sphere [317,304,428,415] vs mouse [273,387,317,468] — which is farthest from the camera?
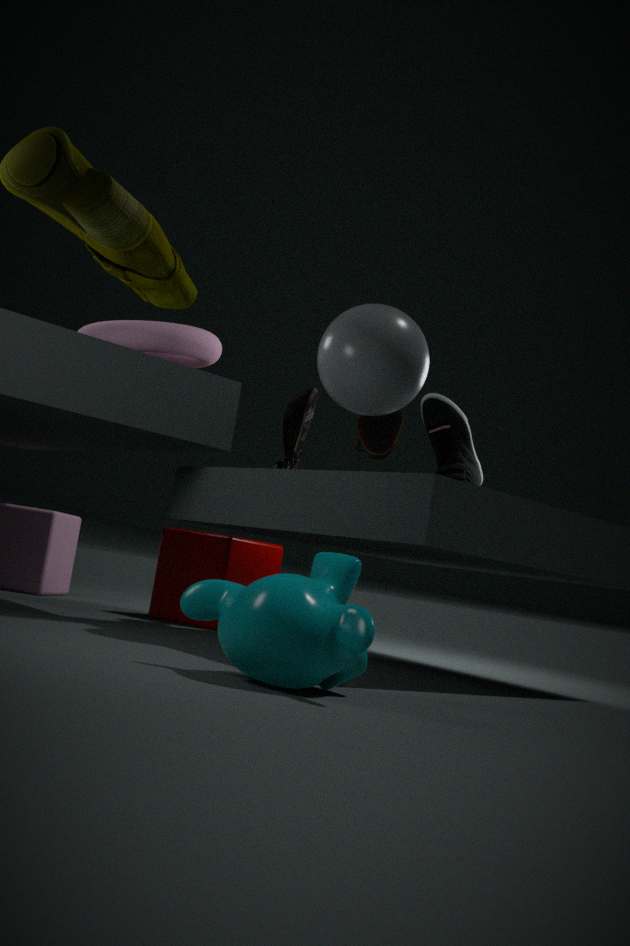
mouse [273,387,317,468]
